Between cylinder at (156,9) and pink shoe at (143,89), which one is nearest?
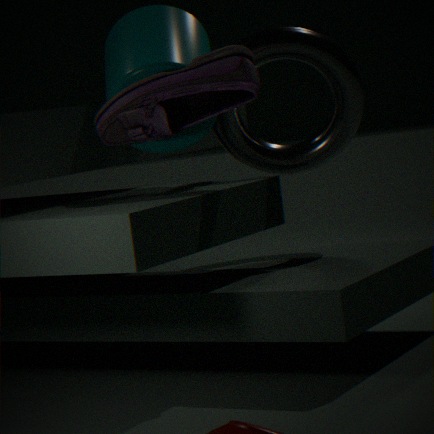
pink shoe at (143,89)
